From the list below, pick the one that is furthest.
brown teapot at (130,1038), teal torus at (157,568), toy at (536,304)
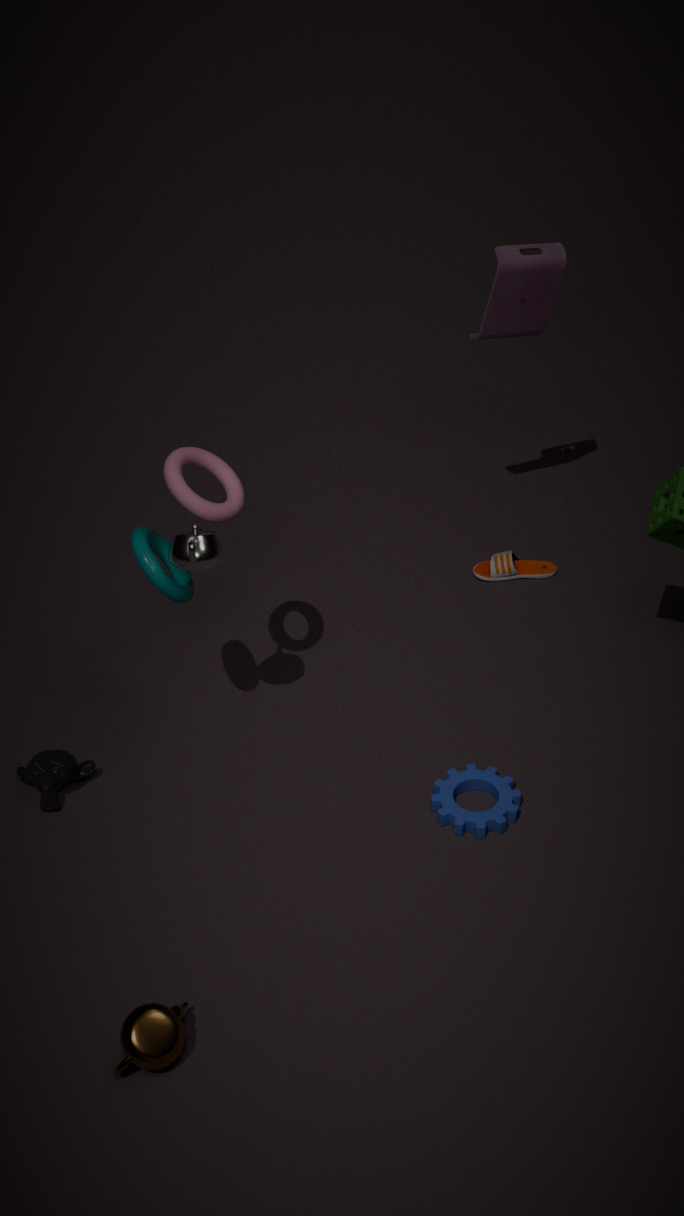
toy at (536,304)
